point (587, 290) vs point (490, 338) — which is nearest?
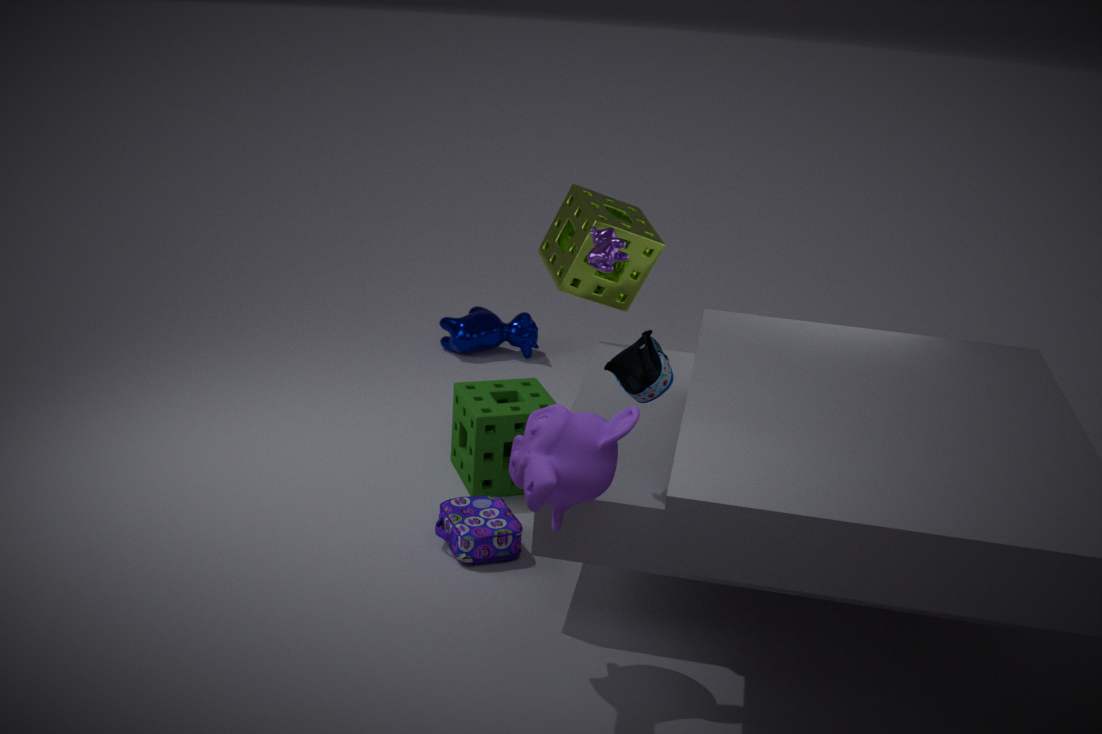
point (587, 290)
